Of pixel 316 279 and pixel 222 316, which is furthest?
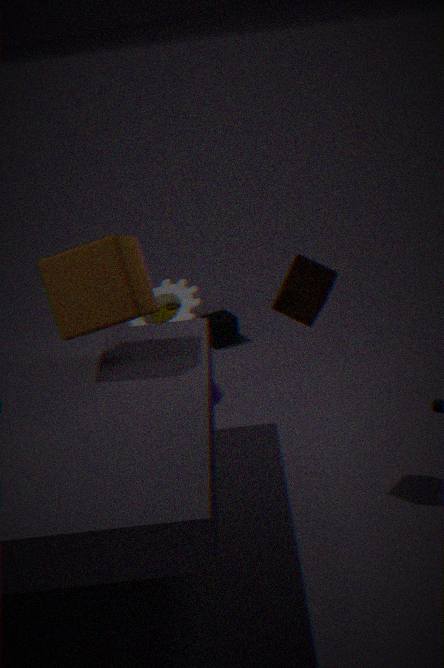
pixel 222 316
